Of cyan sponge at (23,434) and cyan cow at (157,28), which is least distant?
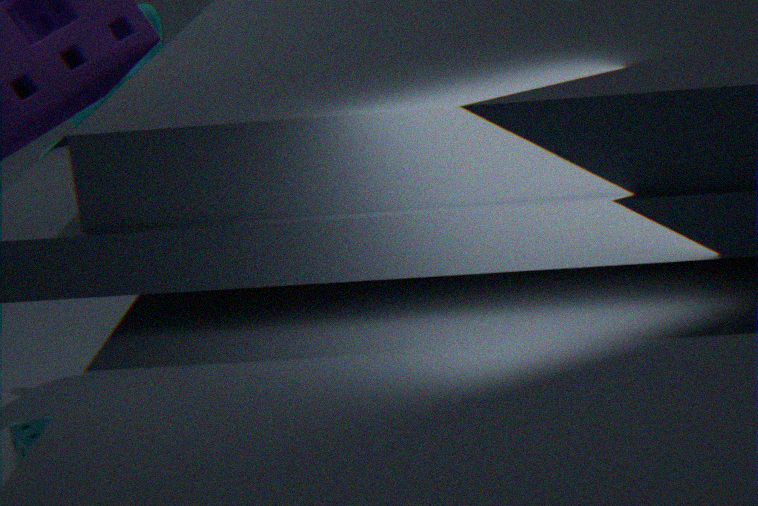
cyan sponge at (23,434)
